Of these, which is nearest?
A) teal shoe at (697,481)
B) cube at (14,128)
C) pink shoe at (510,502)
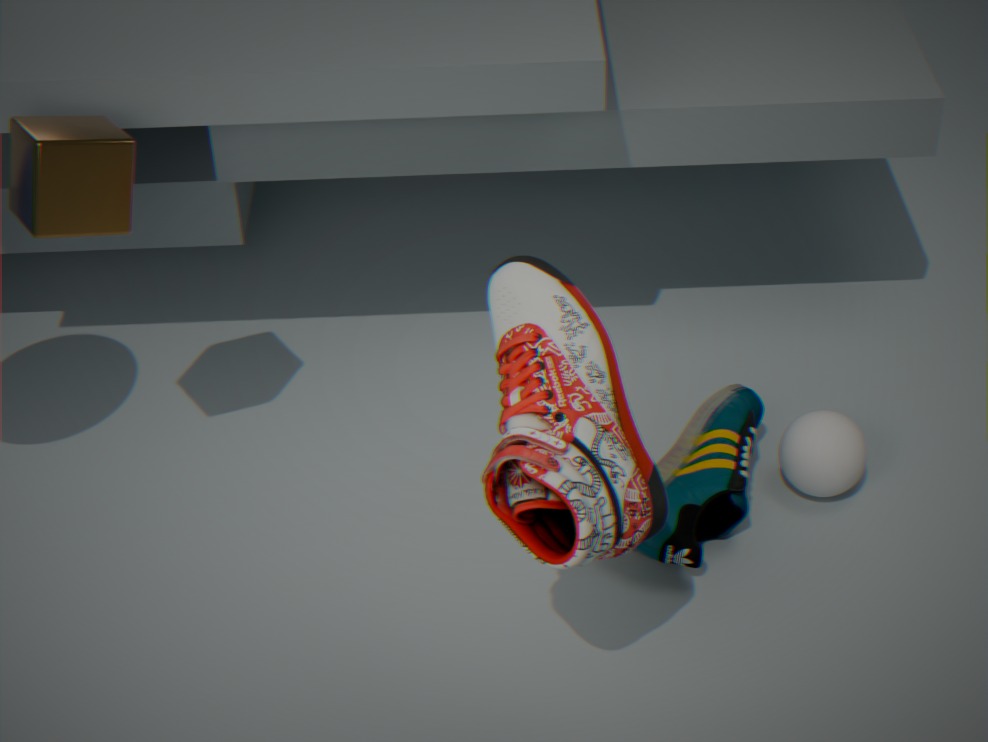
pink shoe at (510,502)
